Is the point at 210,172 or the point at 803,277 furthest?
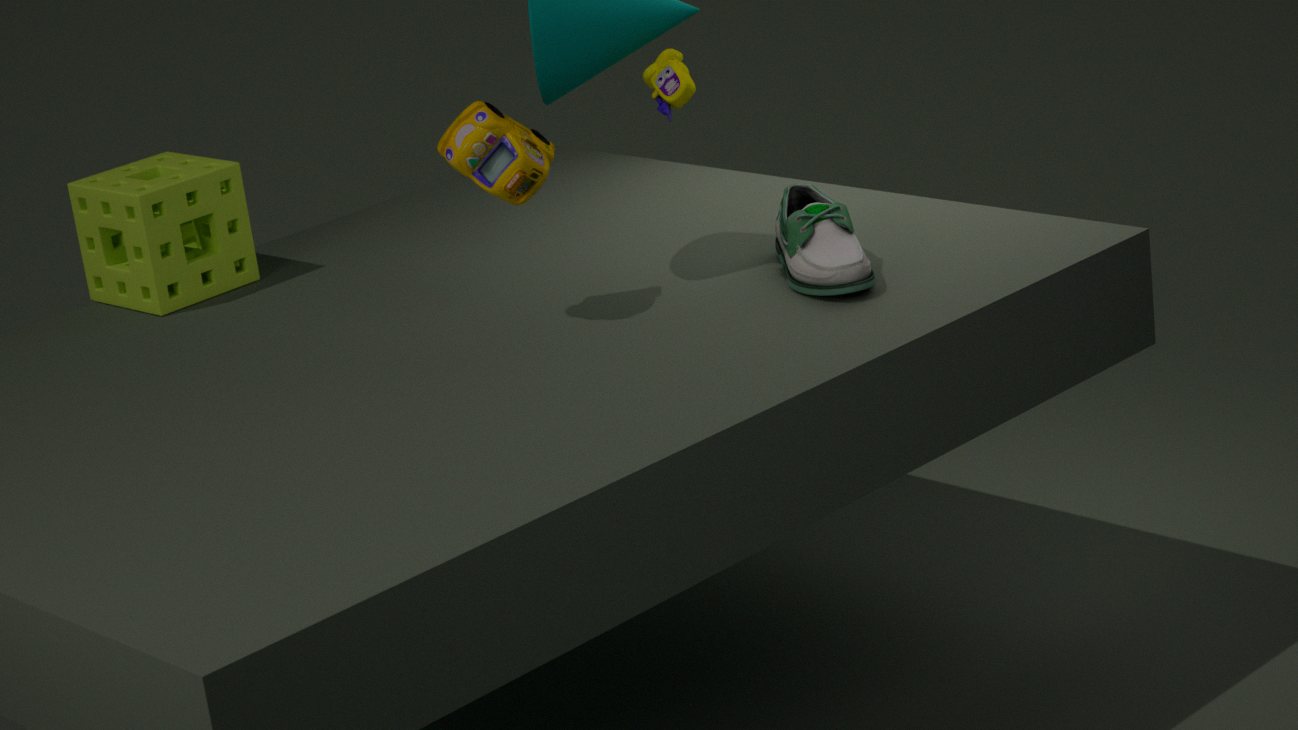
the point at 210,172
